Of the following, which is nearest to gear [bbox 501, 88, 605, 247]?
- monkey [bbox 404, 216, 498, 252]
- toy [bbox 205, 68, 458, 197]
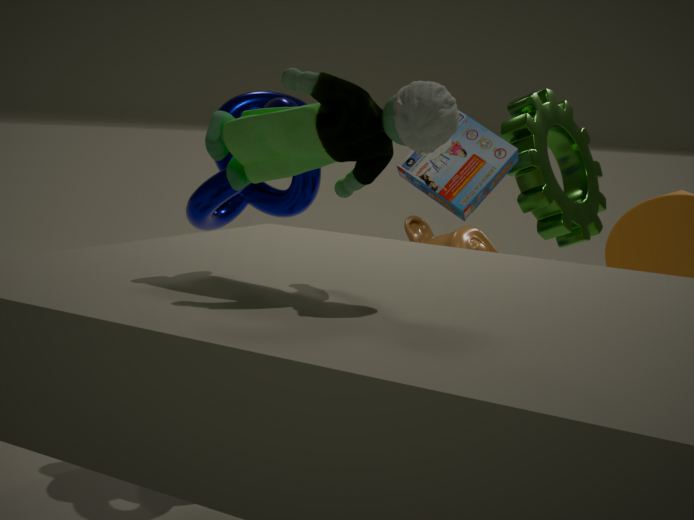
monkey [bbox 404, 216, 498, 252]
